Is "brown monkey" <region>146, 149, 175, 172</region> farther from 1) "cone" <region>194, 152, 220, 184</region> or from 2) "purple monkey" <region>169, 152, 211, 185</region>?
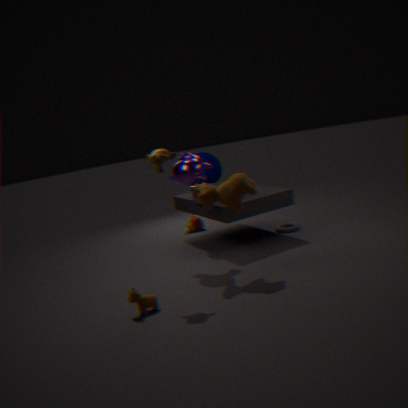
1) "cone" <region>194, 152, 220, 184</region>
